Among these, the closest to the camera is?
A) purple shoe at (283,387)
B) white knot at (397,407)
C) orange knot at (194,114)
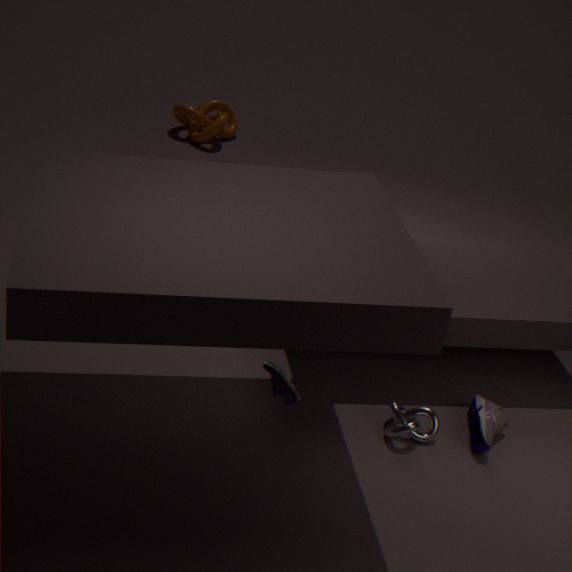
purple shoe at (283,387)
